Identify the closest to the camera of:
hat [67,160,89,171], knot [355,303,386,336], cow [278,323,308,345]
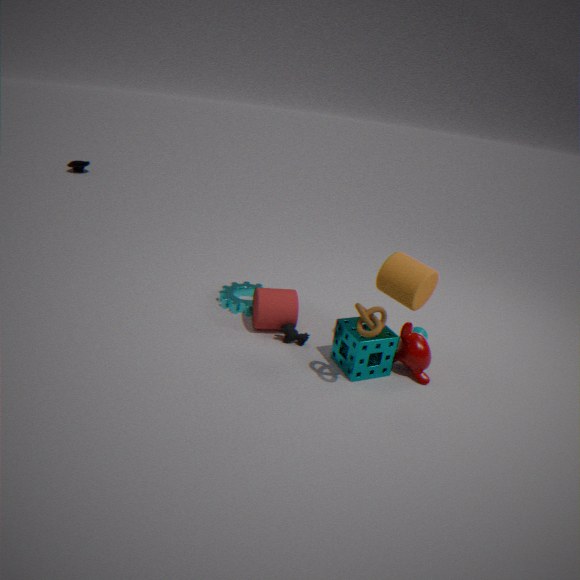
knot [355,303,386,336]
